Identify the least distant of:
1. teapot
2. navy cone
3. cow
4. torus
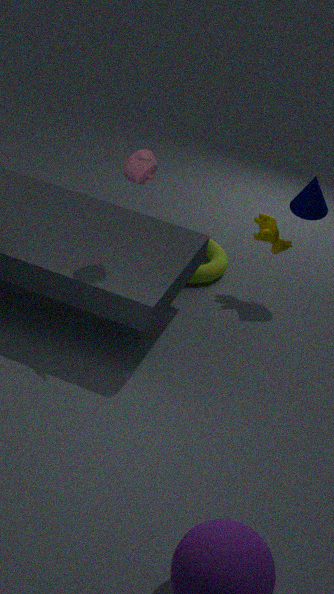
teapot
